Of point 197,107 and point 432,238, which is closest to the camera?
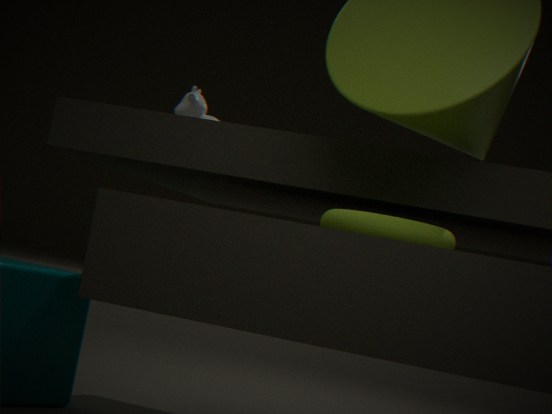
point 432,238
